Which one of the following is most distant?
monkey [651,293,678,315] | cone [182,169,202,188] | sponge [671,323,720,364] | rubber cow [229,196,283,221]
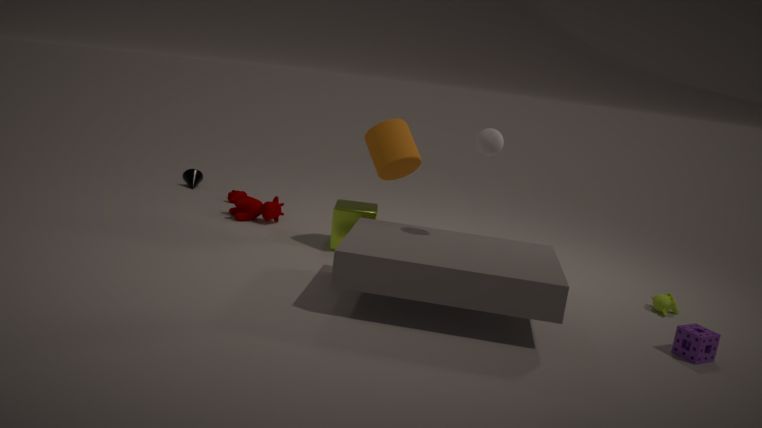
cone [182,169,202,188]
